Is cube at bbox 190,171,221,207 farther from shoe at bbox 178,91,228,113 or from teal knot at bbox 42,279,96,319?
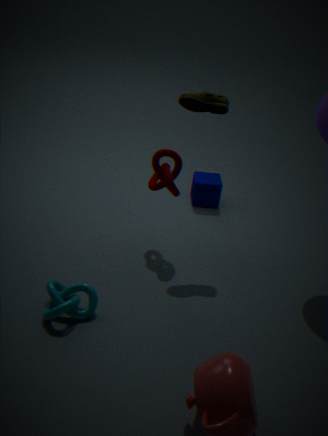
teal knot at bbox 42,279,96,319
